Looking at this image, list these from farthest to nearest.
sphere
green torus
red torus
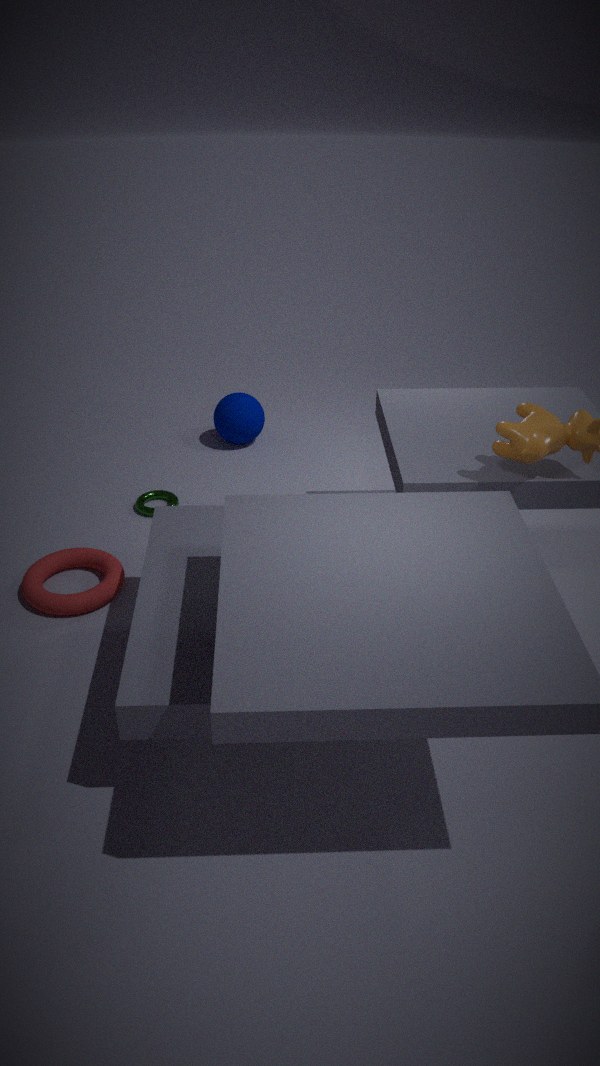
sphere → green torus → red torus
